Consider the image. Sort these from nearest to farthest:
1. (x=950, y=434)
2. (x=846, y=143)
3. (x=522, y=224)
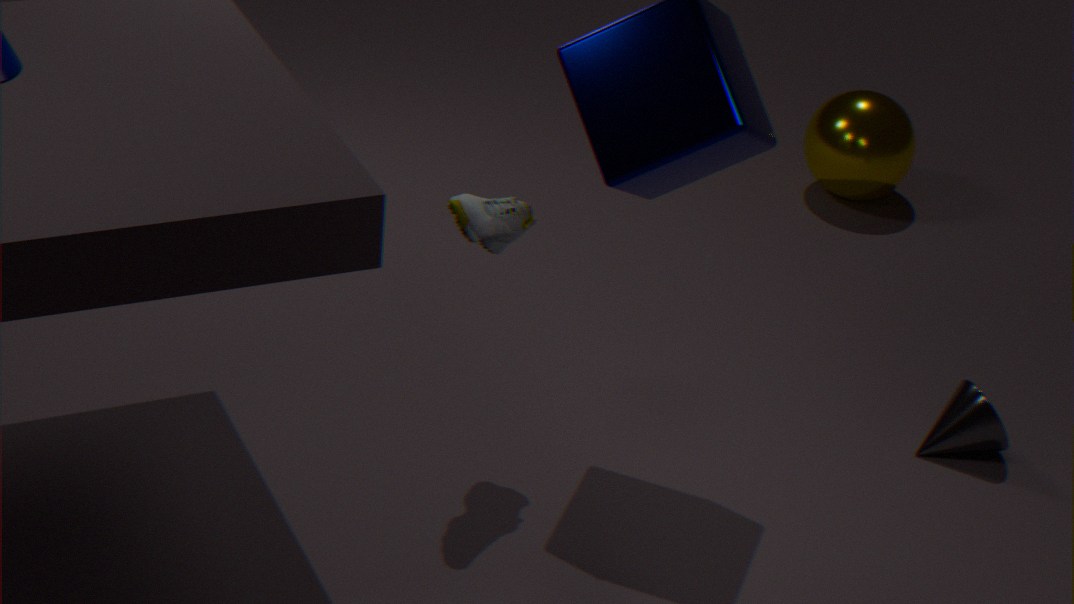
(x=522, y=224) < (x=950, y=434) < (x=846, y=143)
